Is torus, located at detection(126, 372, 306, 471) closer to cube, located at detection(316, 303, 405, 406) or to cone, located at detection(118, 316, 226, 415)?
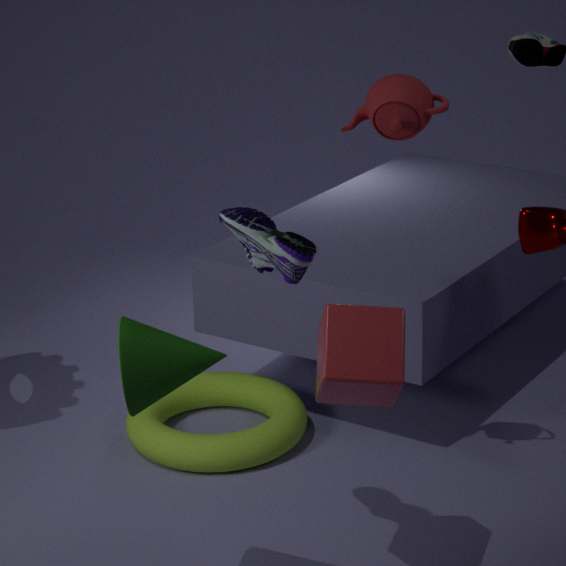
cube, located at detection(316, 303, 405, 406)
